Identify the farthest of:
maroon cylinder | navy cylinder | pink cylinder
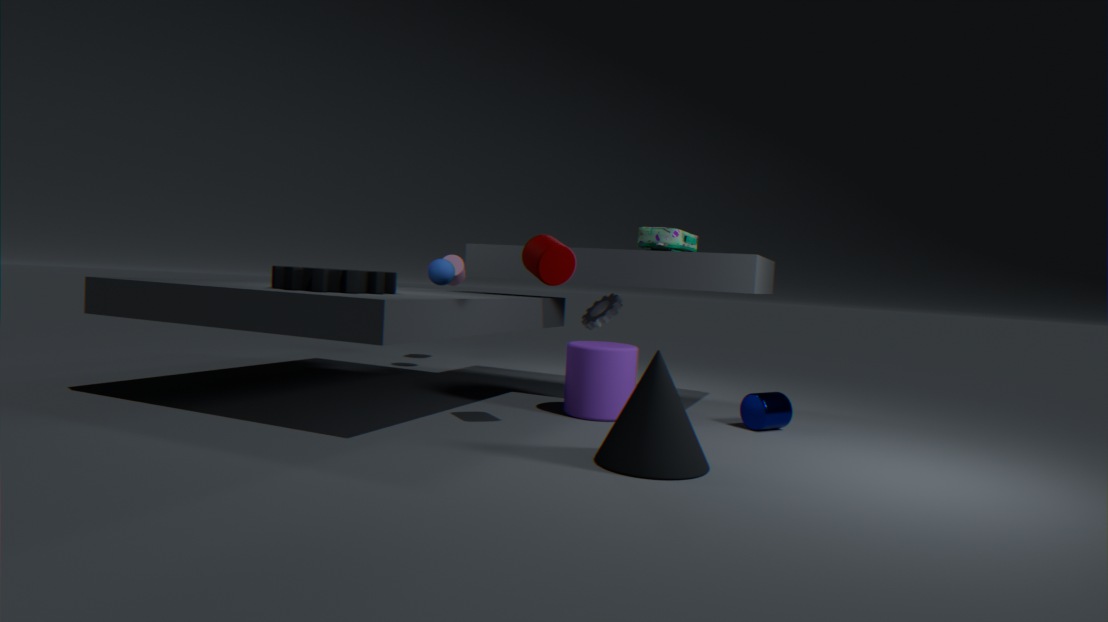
pink cylinder
